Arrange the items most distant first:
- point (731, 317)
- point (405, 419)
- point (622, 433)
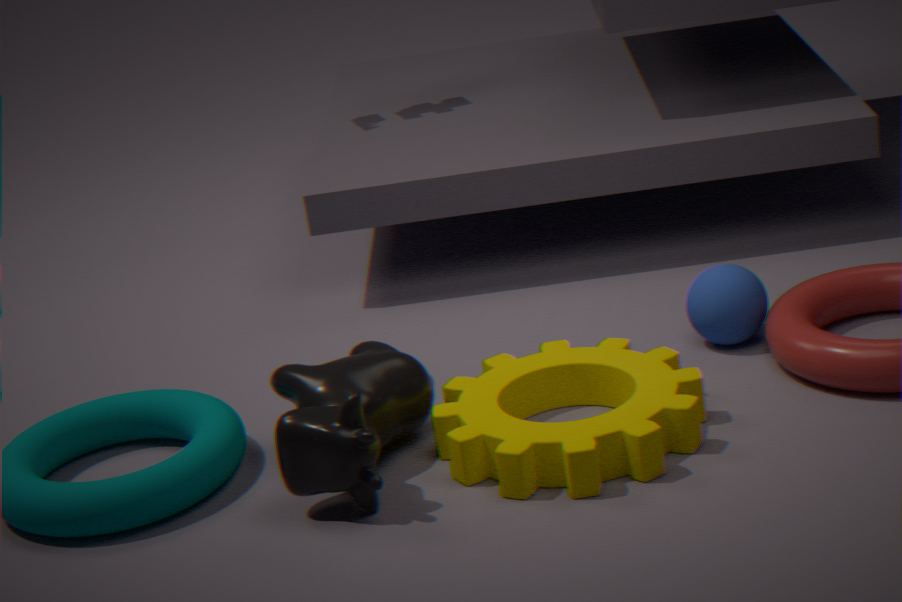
point (731, 317) < point (405, 419) < point (622, 433)
